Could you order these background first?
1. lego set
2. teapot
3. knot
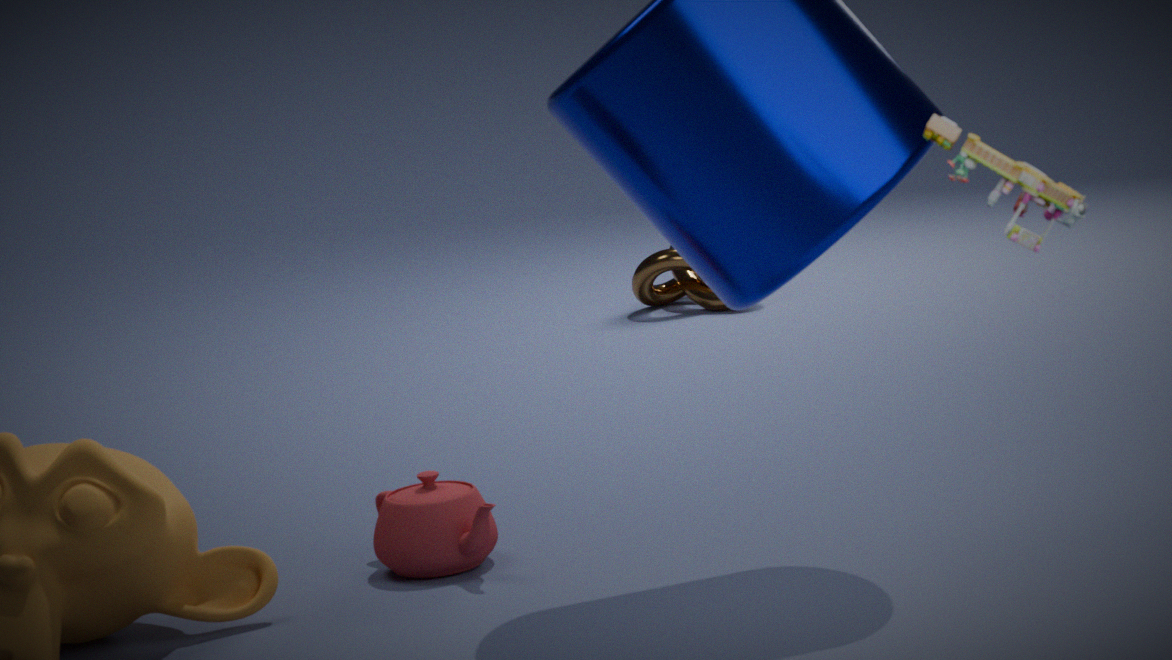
knot, teapot, lego set
